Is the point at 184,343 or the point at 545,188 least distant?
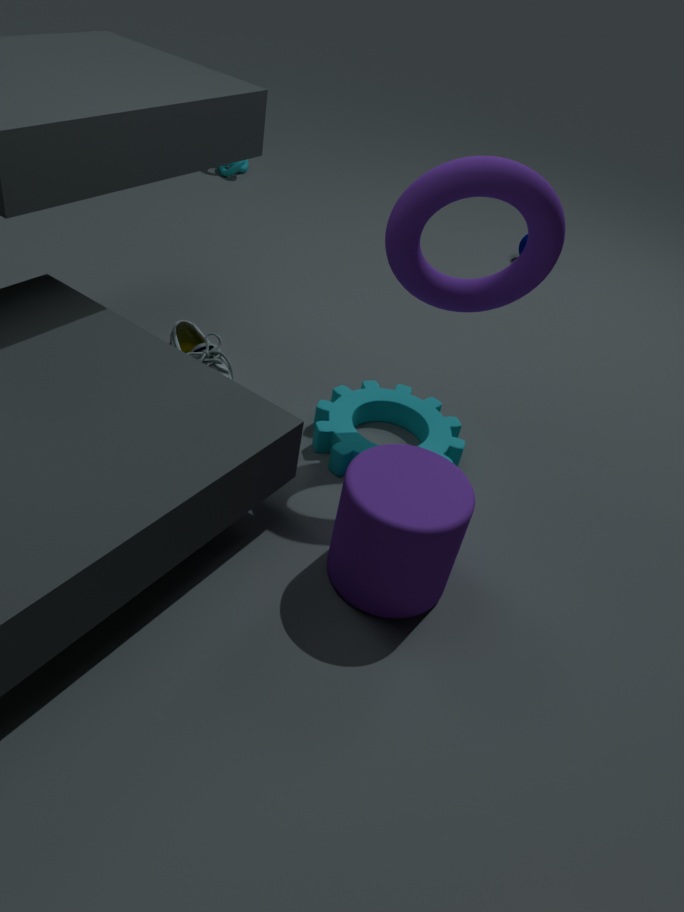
the point at 545,188
